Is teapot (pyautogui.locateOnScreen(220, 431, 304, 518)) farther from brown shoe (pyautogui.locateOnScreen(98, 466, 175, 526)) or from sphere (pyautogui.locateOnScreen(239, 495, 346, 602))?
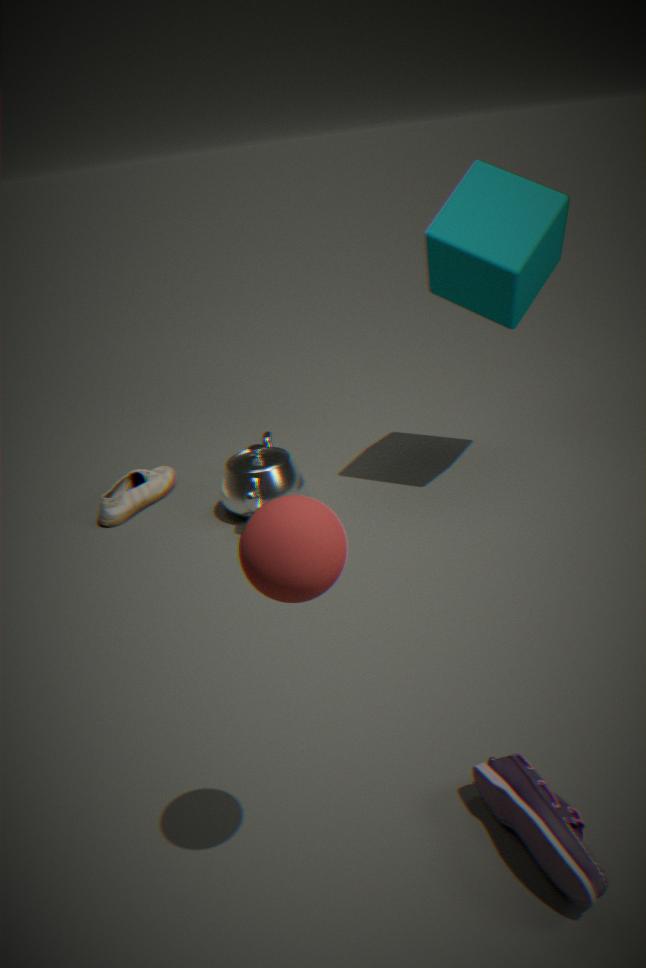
sphere (pyautogui.locateOnScreen(239, 495, 346, 602))
